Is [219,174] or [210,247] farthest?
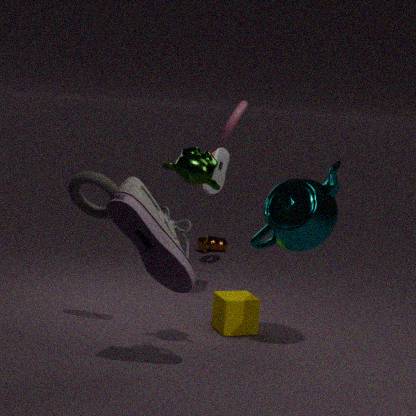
[210,247]
